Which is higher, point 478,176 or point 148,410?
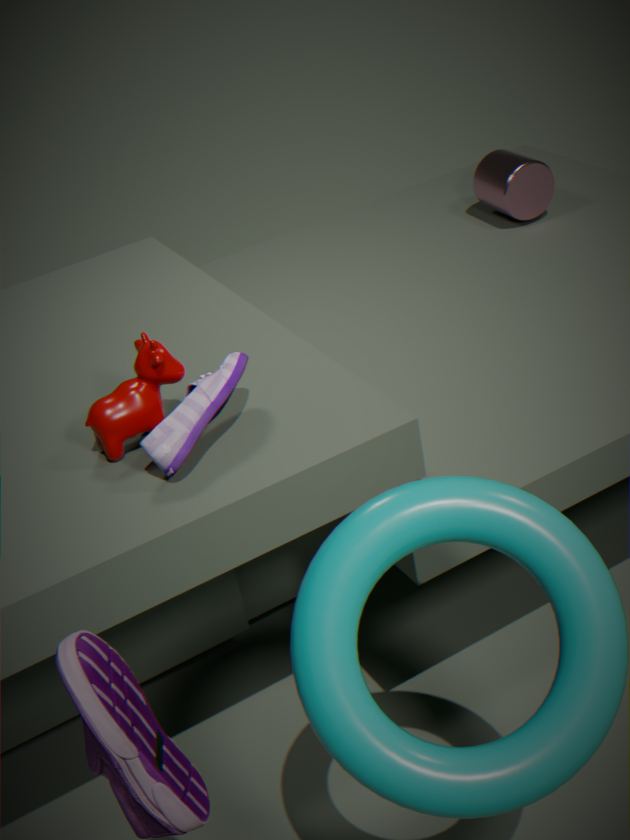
point 148,410
